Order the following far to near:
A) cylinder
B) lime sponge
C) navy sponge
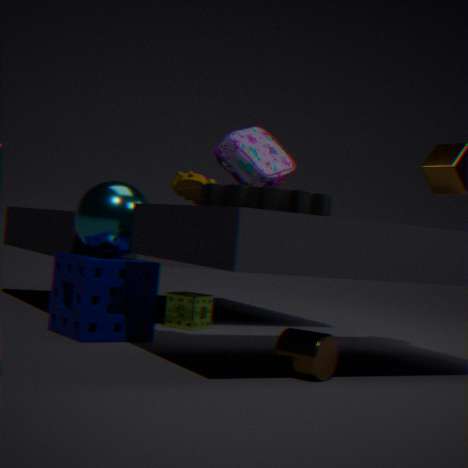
lime sponge < navy sponge < cylinder
